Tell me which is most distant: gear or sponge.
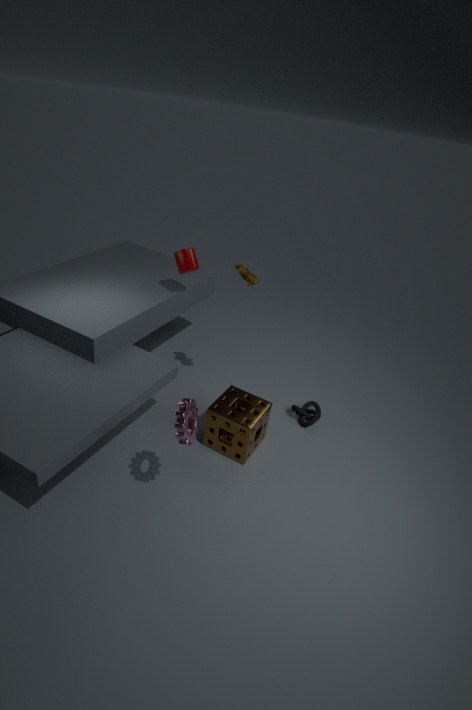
sponge
